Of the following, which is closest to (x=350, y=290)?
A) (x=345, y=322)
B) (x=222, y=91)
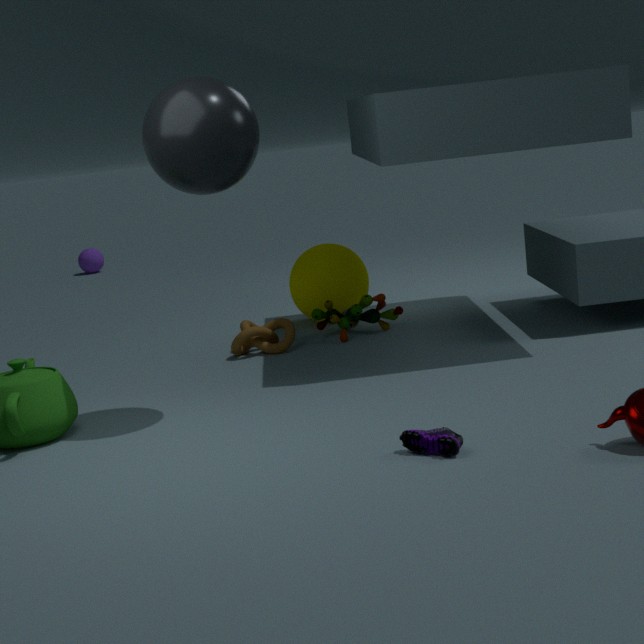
(x=345, y=322)
